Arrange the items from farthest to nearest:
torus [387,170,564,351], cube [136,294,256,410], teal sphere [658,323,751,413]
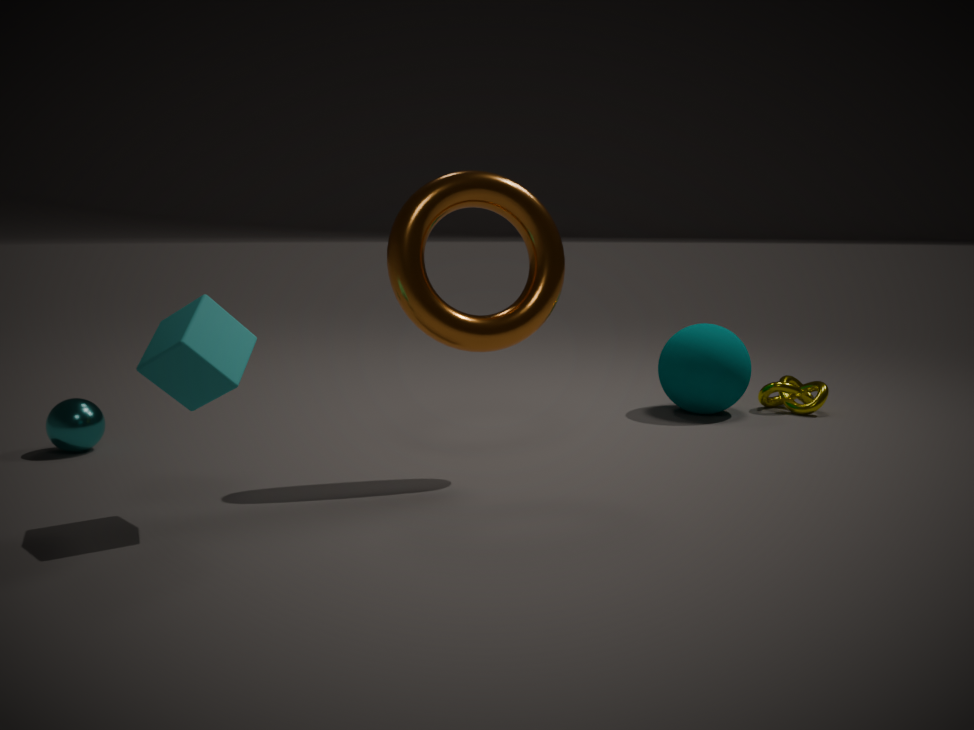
teal sphere [658,323,751,413] < torus [387,170,564,351] < cube [136,294,256,410]
